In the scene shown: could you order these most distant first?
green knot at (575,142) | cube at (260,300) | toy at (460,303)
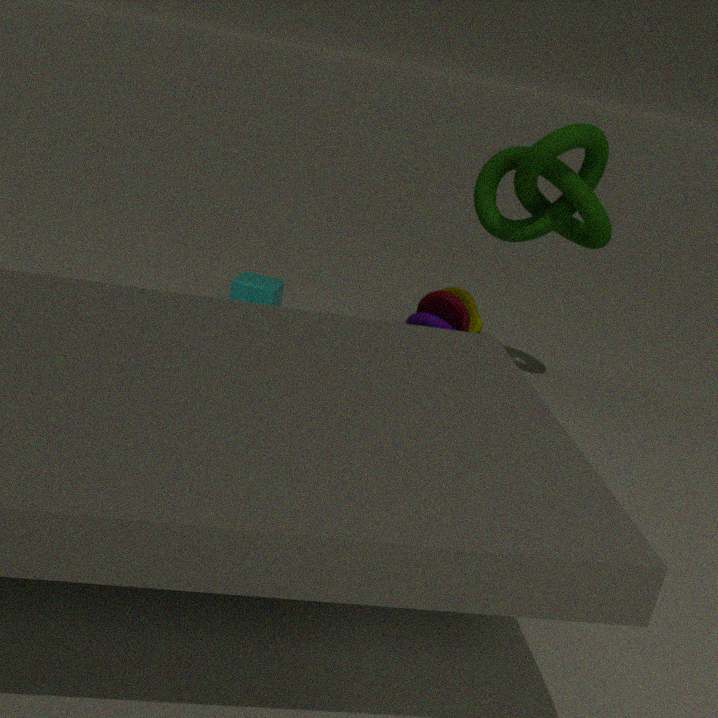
cube at (260,300) < toy at (460,303) < green knot at (575,142)
